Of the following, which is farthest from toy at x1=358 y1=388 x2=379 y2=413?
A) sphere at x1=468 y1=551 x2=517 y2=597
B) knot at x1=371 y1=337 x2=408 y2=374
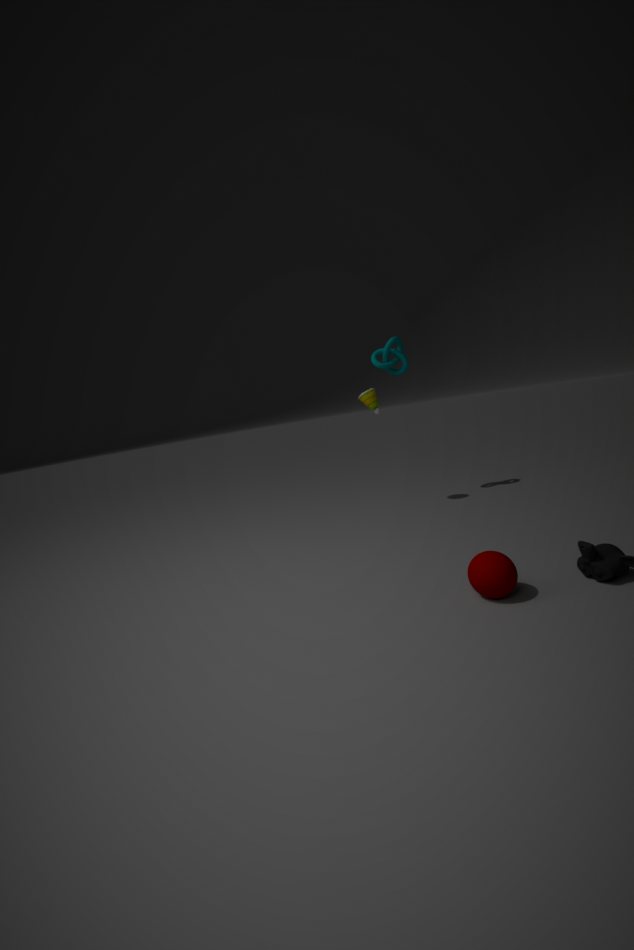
sphere at x1=468 y1=551 x2=517 y2=597
